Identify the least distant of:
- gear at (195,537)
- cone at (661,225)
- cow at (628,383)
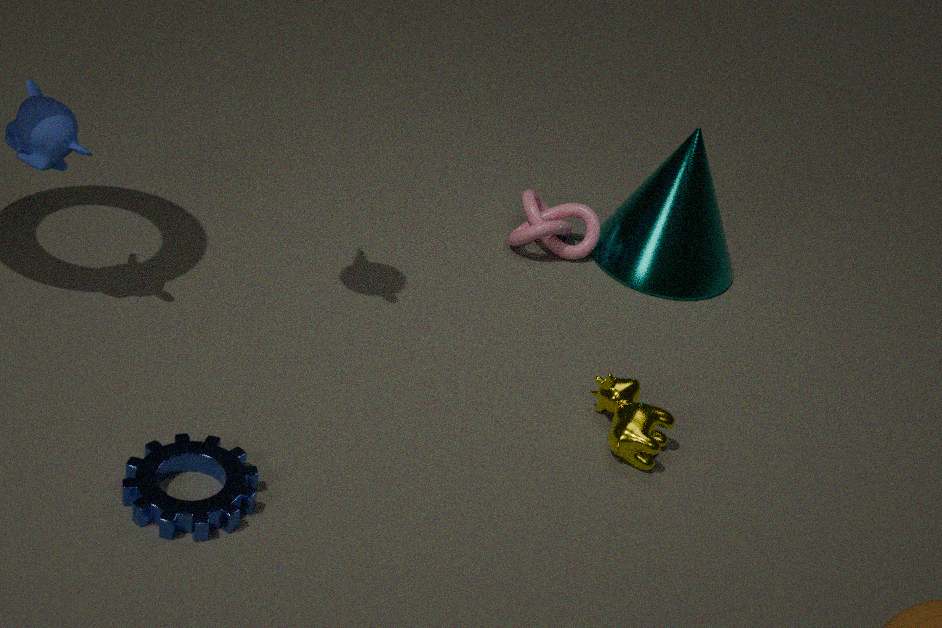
gear at (195,537)
